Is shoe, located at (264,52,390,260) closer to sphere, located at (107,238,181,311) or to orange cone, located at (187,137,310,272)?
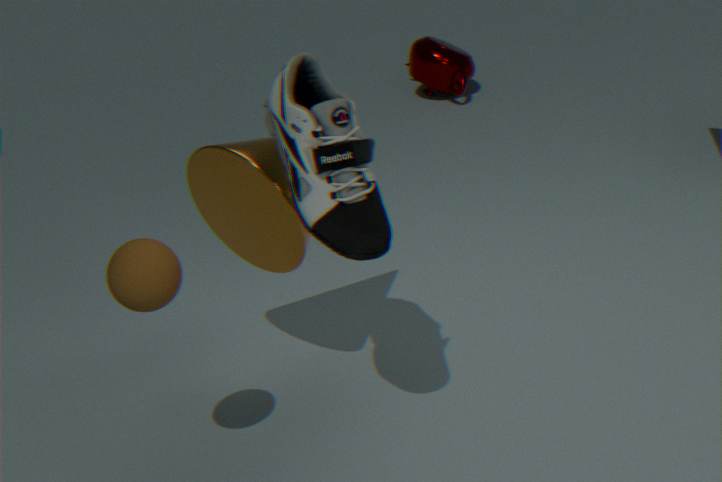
orange cone, located at (187,137,310,272)
